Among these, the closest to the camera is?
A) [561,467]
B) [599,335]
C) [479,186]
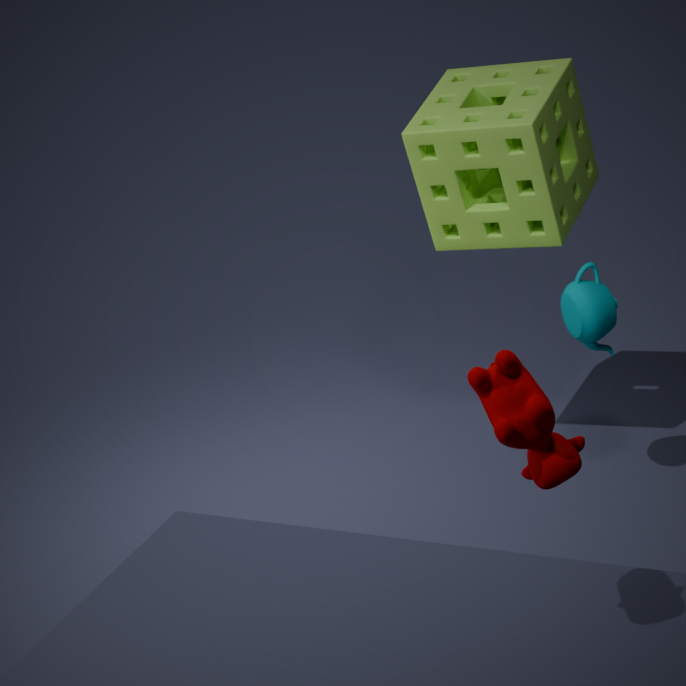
[561,467]
